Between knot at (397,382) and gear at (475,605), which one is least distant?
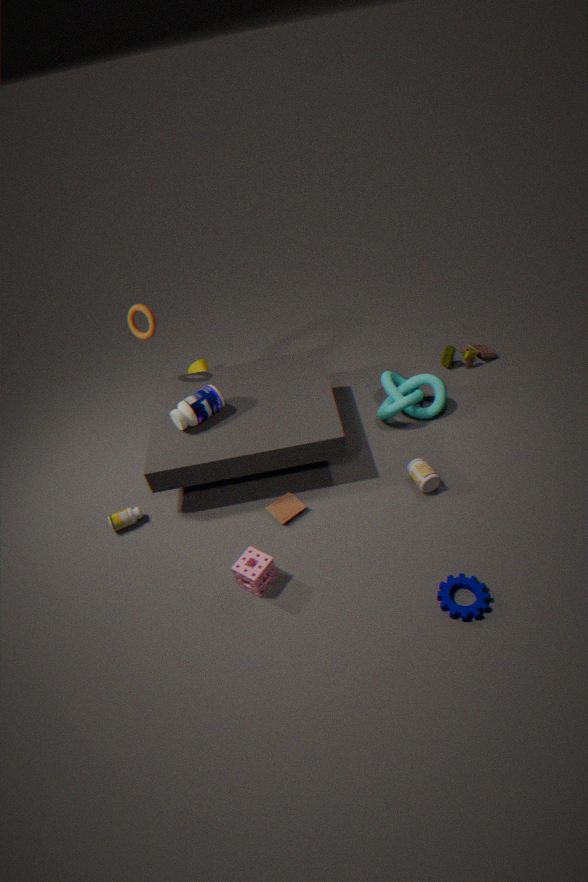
gear at (475,605)
